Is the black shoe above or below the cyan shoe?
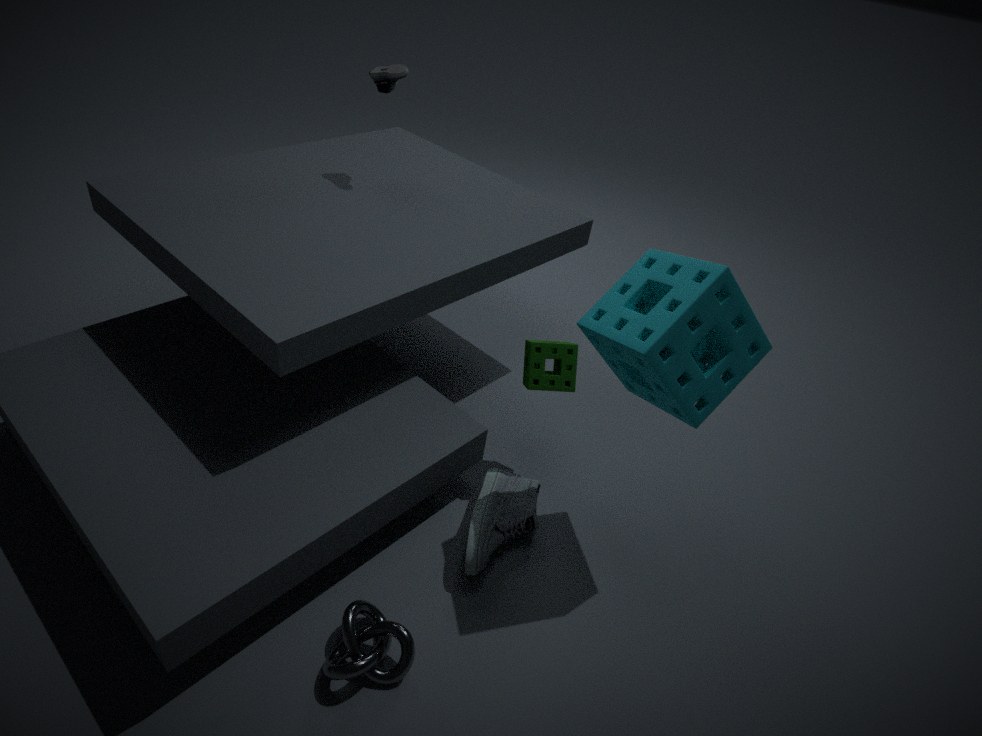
above
